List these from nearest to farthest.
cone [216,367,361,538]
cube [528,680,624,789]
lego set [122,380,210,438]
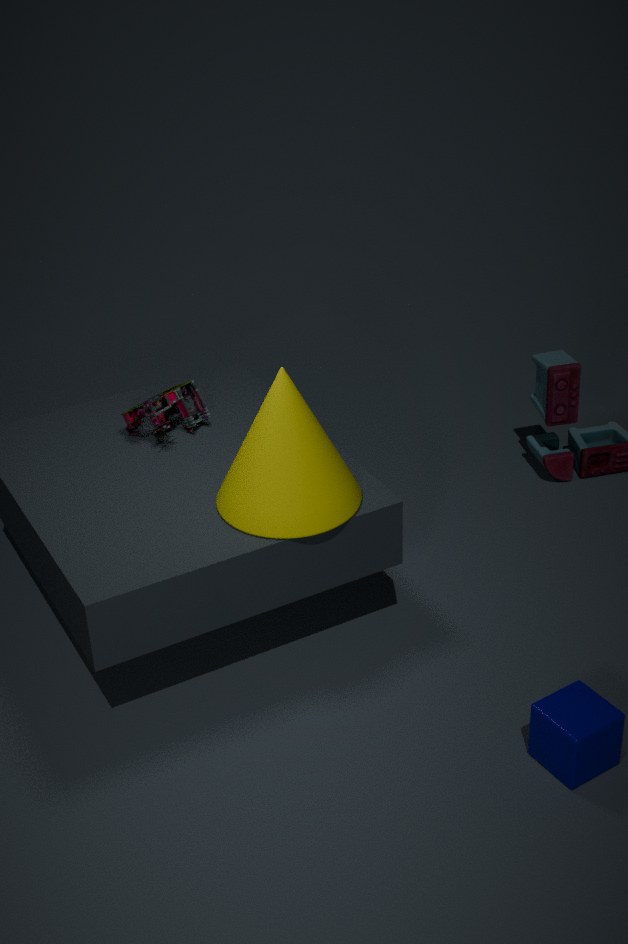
1. cube [528,680,624,789]
2. cone [216,367,361,538]
3. lego set [122,380,210,438]
